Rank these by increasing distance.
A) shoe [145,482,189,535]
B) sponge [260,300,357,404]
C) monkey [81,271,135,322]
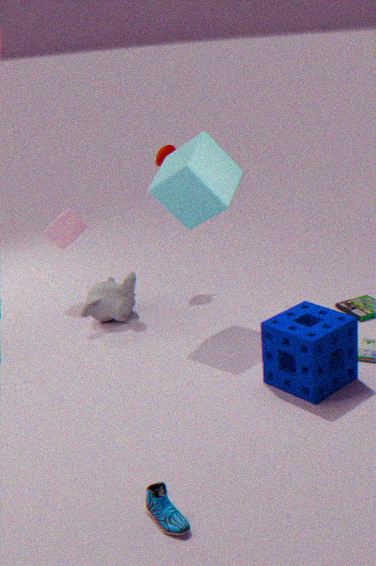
shoe [145,482,189,535] → sponge [260,300,357,404] → monkey [81,271,135,322]
